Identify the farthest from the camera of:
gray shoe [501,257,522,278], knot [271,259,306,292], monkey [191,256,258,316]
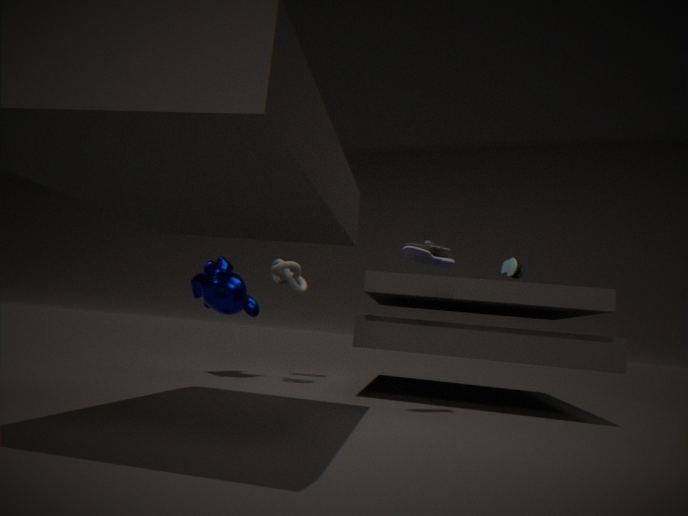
gray shoe [501,257,522,278]
